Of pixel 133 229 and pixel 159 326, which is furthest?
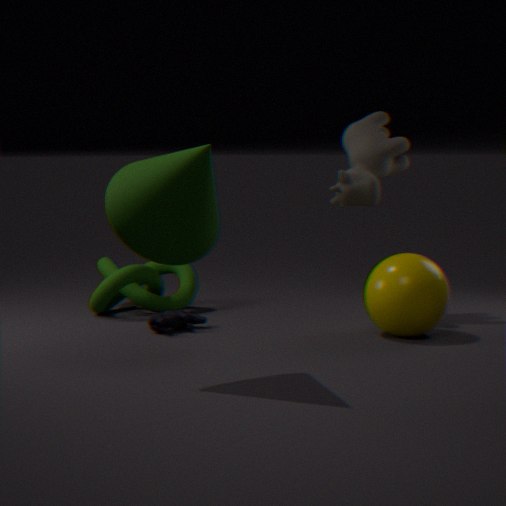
pixel 159 326
